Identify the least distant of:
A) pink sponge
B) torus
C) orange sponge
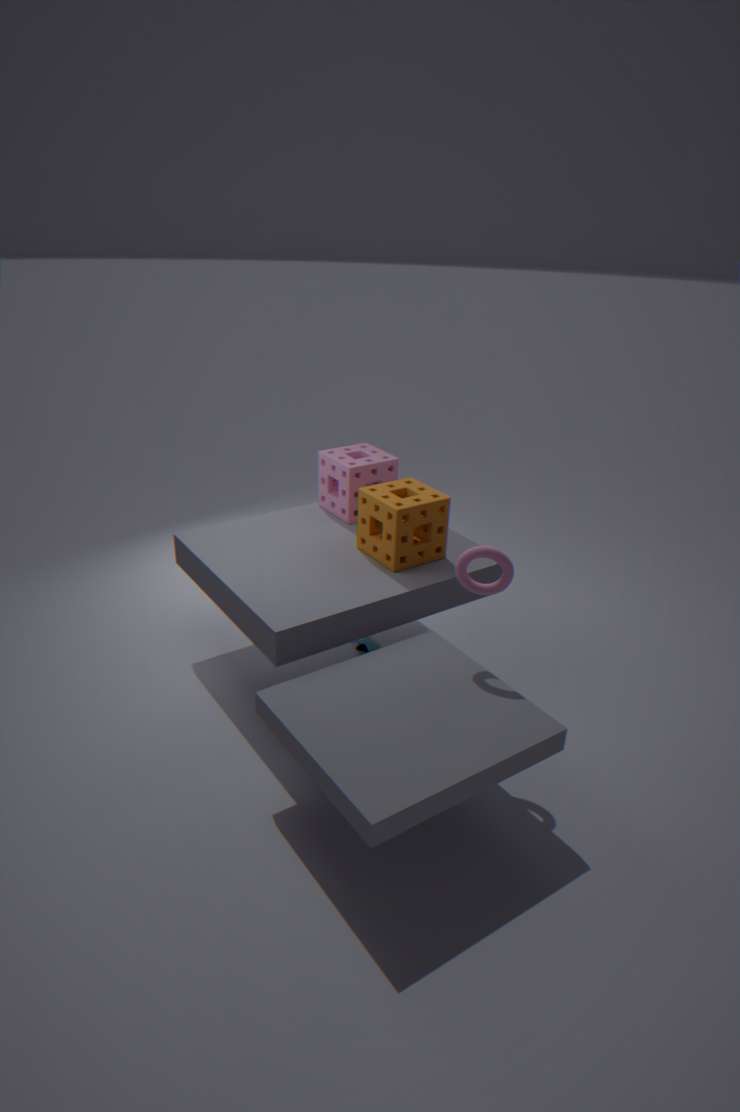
torus
